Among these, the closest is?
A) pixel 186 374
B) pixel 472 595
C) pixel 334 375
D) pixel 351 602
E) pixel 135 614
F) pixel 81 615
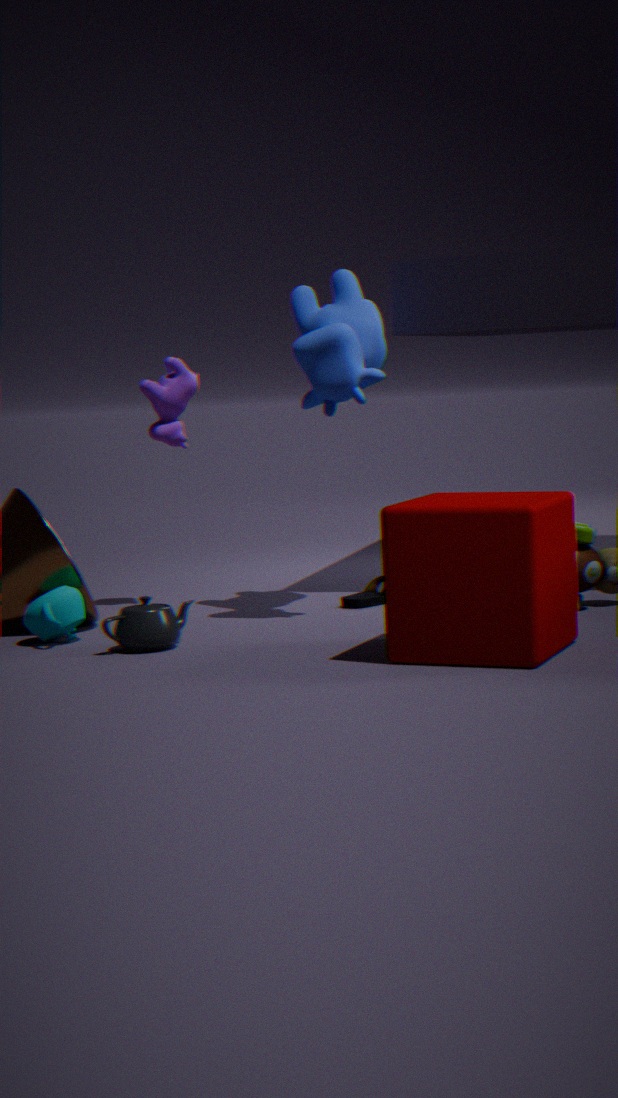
pixel 472 595
